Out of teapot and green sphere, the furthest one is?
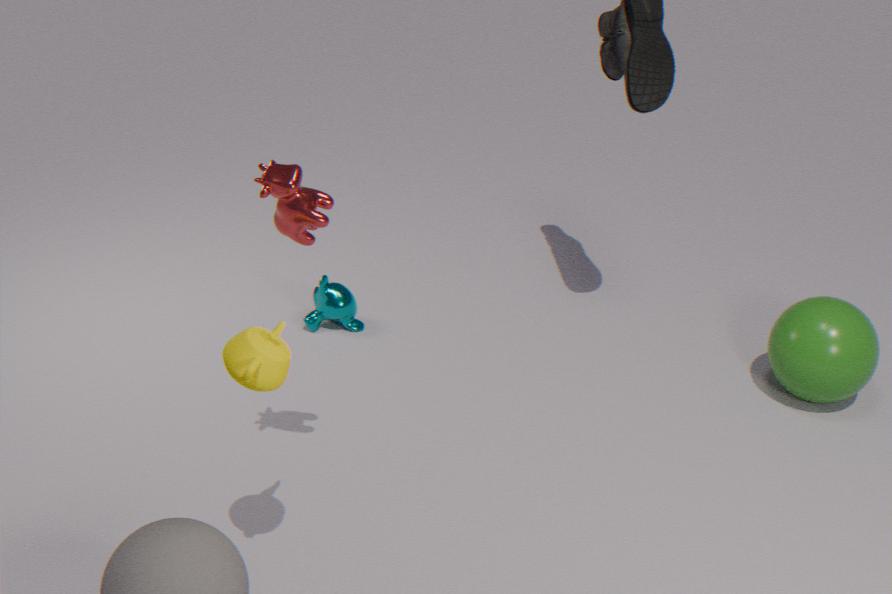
green sphere
